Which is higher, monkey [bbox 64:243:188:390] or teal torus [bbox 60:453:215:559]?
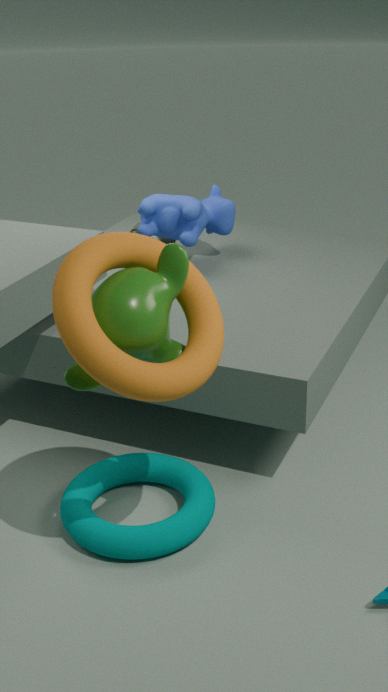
monkey [bbox 64:243:188:390]
